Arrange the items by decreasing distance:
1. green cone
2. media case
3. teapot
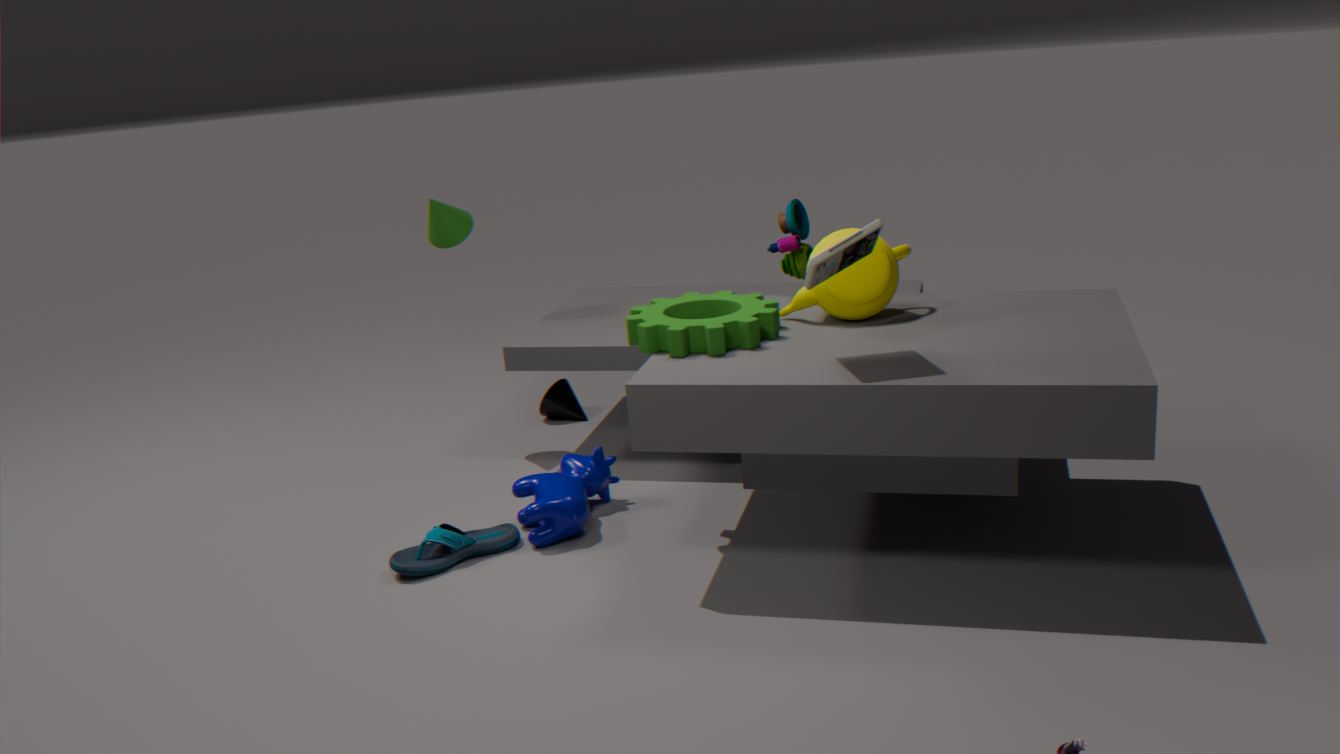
green cone < teapot < media case
